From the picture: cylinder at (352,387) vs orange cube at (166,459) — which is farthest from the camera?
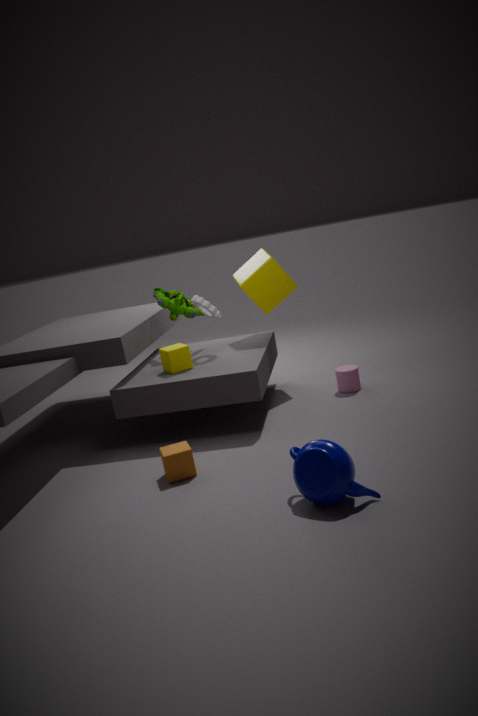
cylinder at (352,387)
